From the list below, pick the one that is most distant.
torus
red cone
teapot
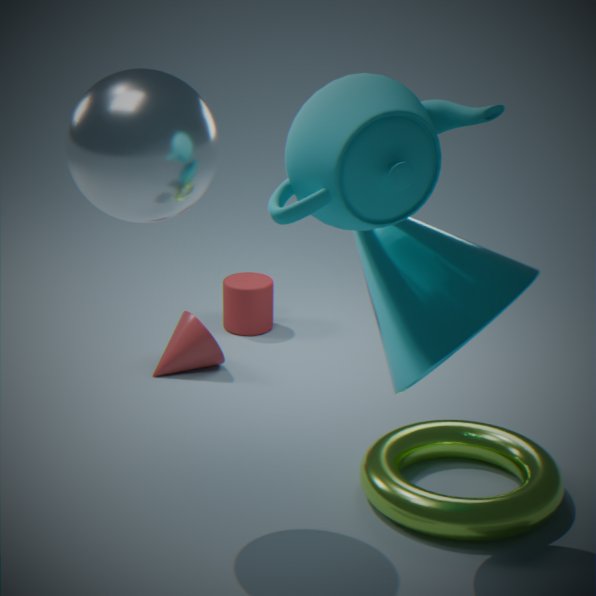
red cone
